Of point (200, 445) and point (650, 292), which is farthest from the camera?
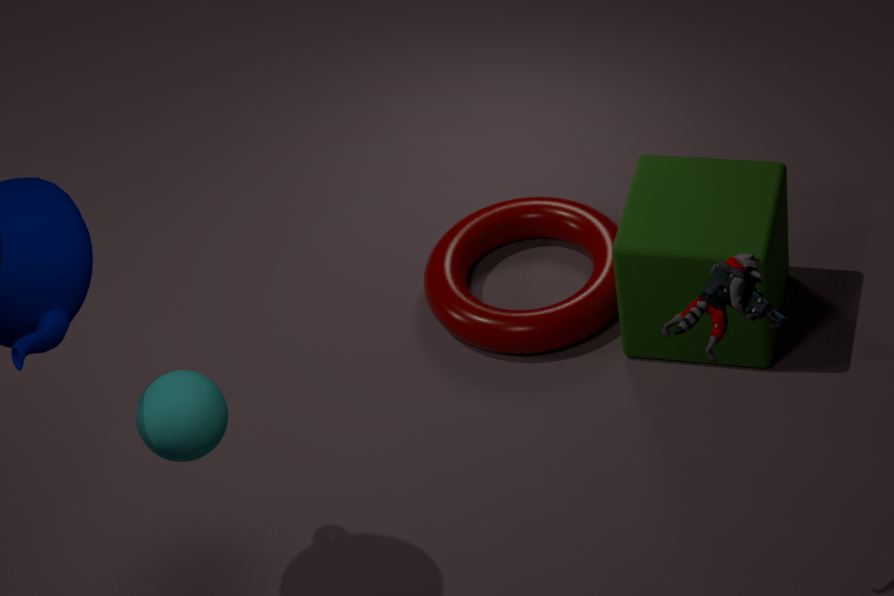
point (650, 292)
